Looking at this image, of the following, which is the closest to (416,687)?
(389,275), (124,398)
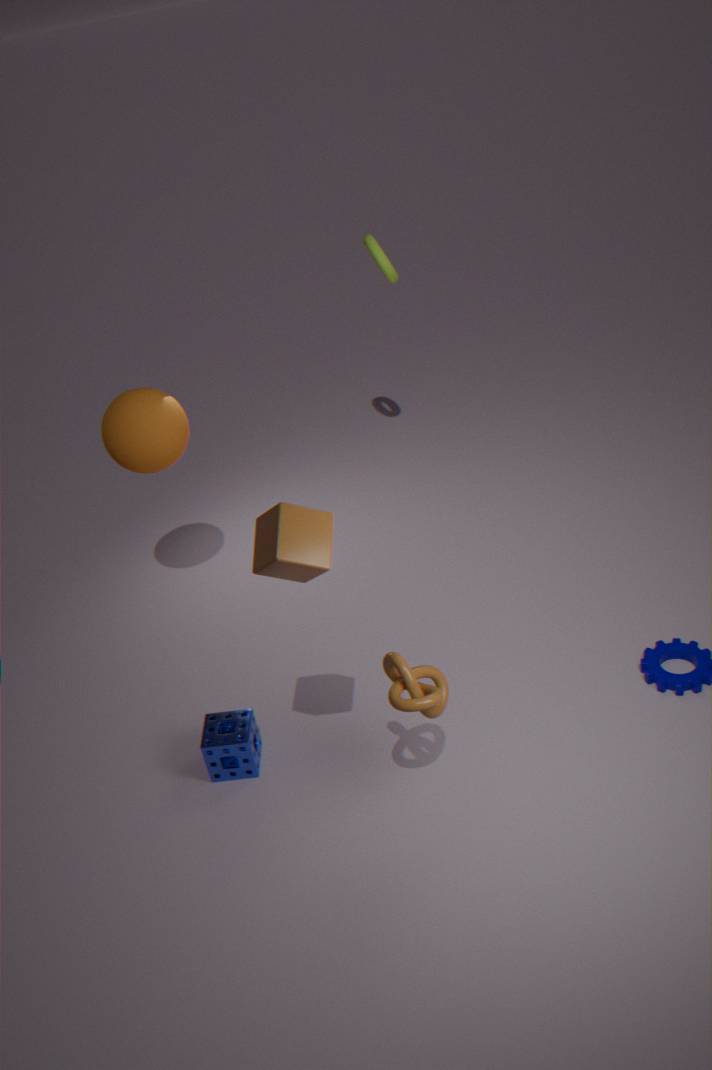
(124,398)
